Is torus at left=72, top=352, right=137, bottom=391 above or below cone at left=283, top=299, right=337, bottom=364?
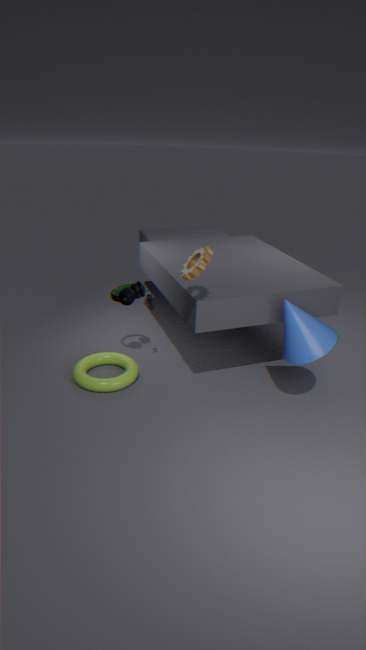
below
